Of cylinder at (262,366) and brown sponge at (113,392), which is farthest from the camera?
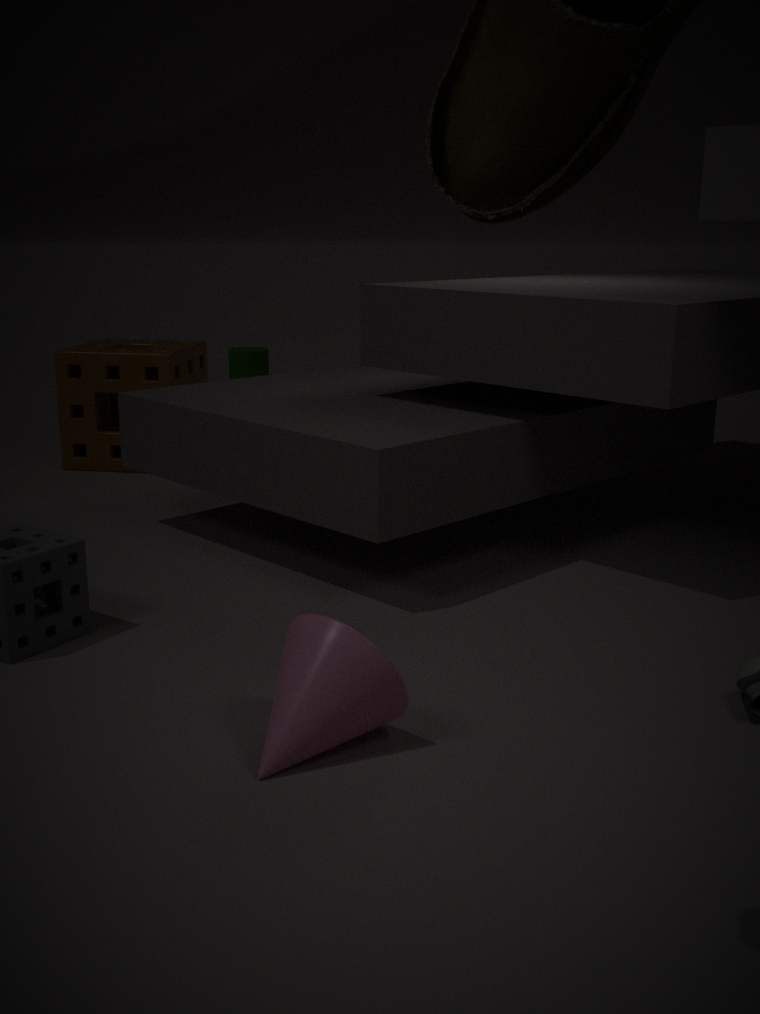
cylinder at (262,366)
